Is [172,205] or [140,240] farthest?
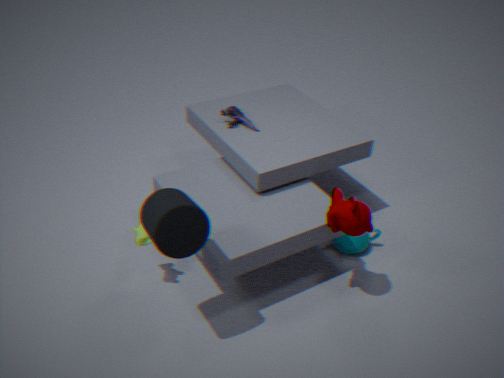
[140,240]
